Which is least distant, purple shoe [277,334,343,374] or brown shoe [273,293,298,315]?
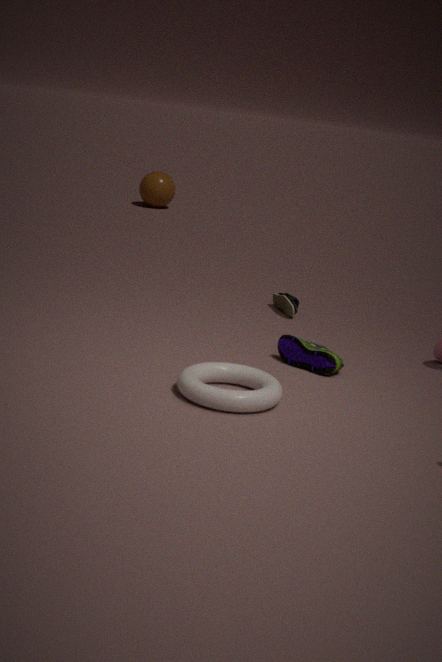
purple shoe [277,334,343,374]
